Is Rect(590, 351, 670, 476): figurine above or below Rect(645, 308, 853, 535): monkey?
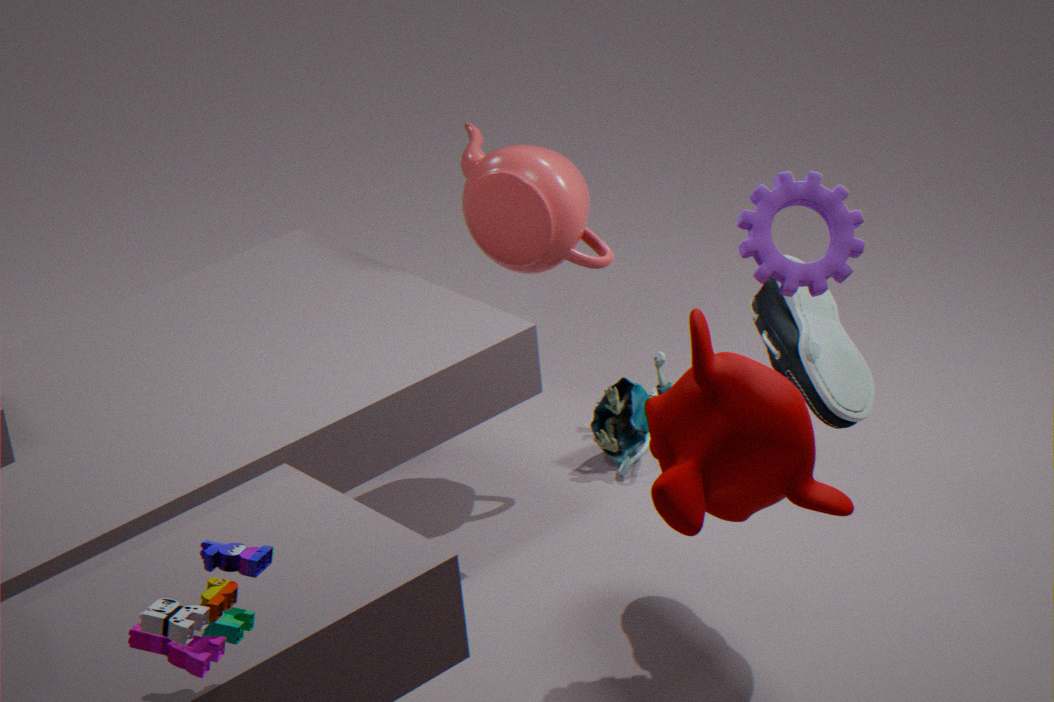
below
